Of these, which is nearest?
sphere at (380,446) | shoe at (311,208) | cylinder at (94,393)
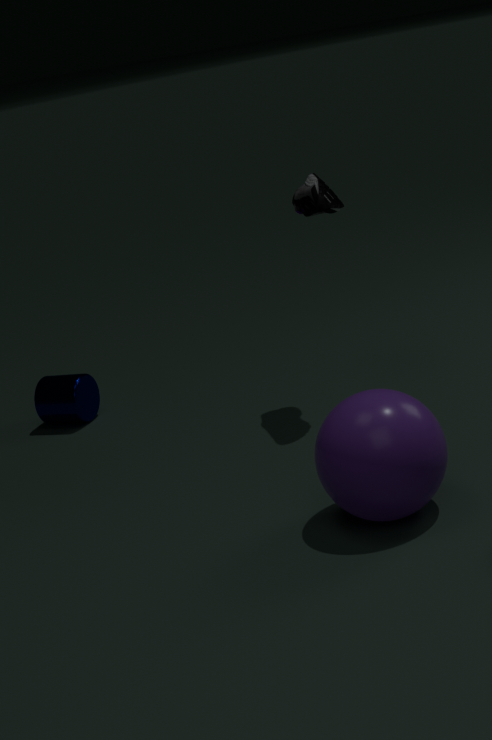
sphere at (380,446)
